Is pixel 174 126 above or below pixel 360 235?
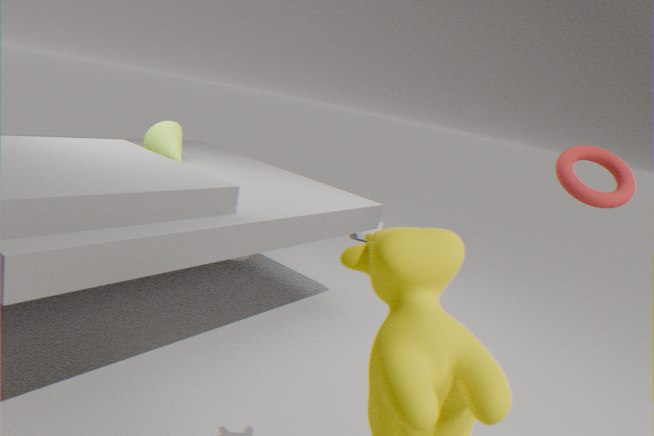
above
